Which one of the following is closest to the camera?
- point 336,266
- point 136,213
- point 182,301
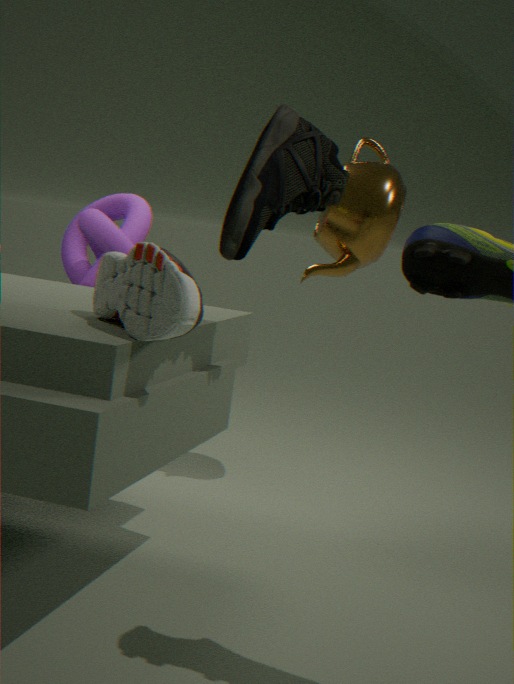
point 182,301
